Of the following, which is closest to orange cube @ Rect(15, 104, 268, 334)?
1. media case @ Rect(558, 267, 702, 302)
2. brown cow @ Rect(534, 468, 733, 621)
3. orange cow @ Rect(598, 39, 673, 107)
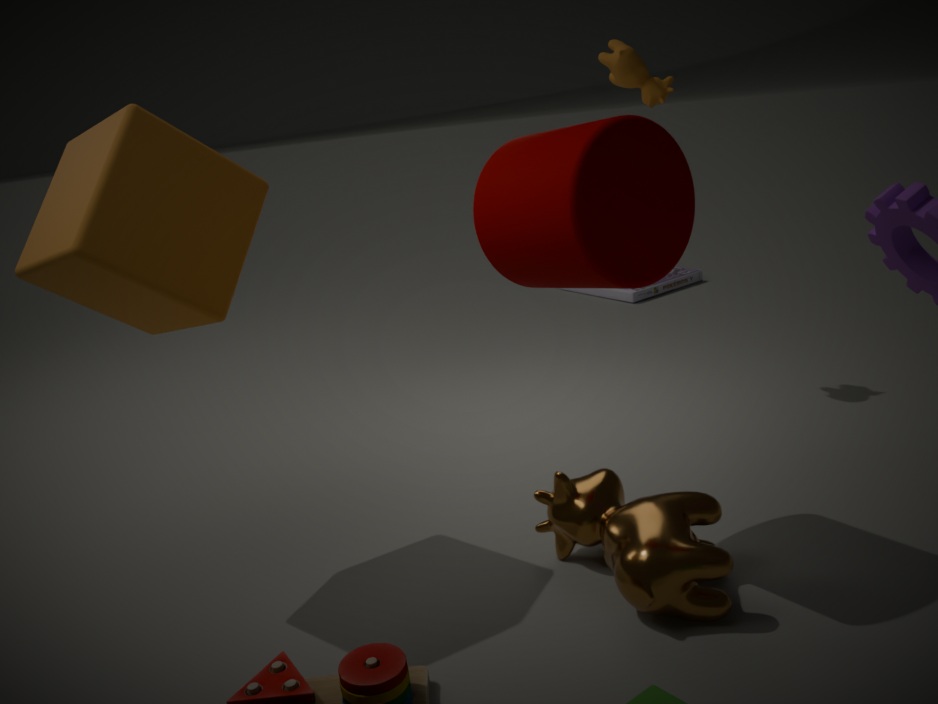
brown cow @ Rect(534, 468, 733, 621)
